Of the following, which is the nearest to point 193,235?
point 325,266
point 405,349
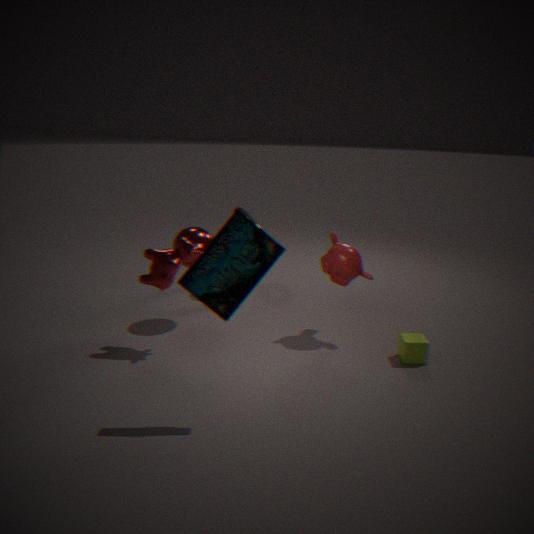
point 325,266
